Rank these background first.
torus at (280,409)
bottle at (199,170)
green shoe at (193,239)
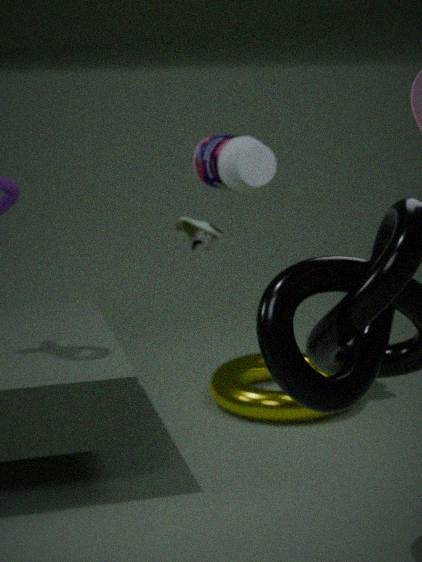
green shoe at (193,239), bottle at (199,170), torus at (280,409)
